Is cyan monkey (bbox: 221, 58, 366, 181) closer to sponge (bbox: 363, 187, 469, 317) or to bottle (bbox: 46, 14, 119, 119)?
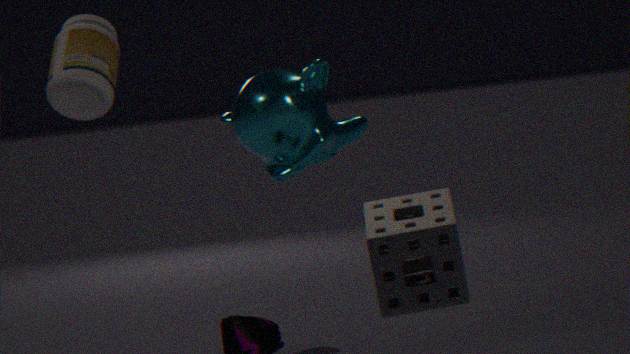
bottle (bbox: 46, 14, 119, 119)
